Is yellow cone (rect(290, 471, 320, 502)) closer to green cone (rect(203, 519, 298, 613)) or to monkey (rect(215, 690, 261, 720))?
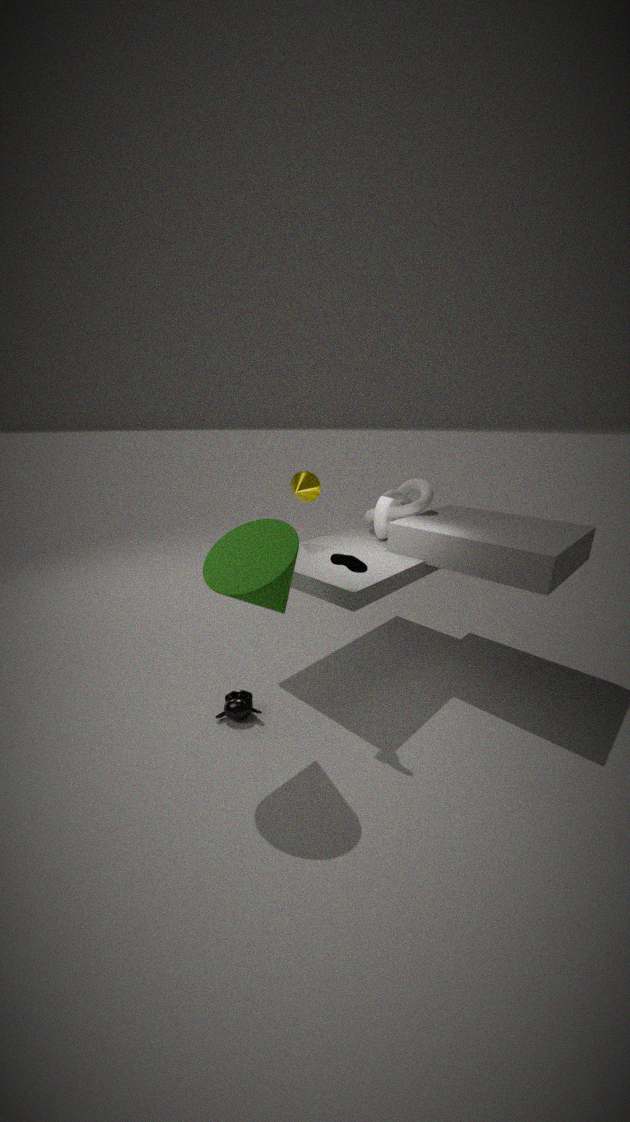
green cone (rect(203, 519, 298, 613))
